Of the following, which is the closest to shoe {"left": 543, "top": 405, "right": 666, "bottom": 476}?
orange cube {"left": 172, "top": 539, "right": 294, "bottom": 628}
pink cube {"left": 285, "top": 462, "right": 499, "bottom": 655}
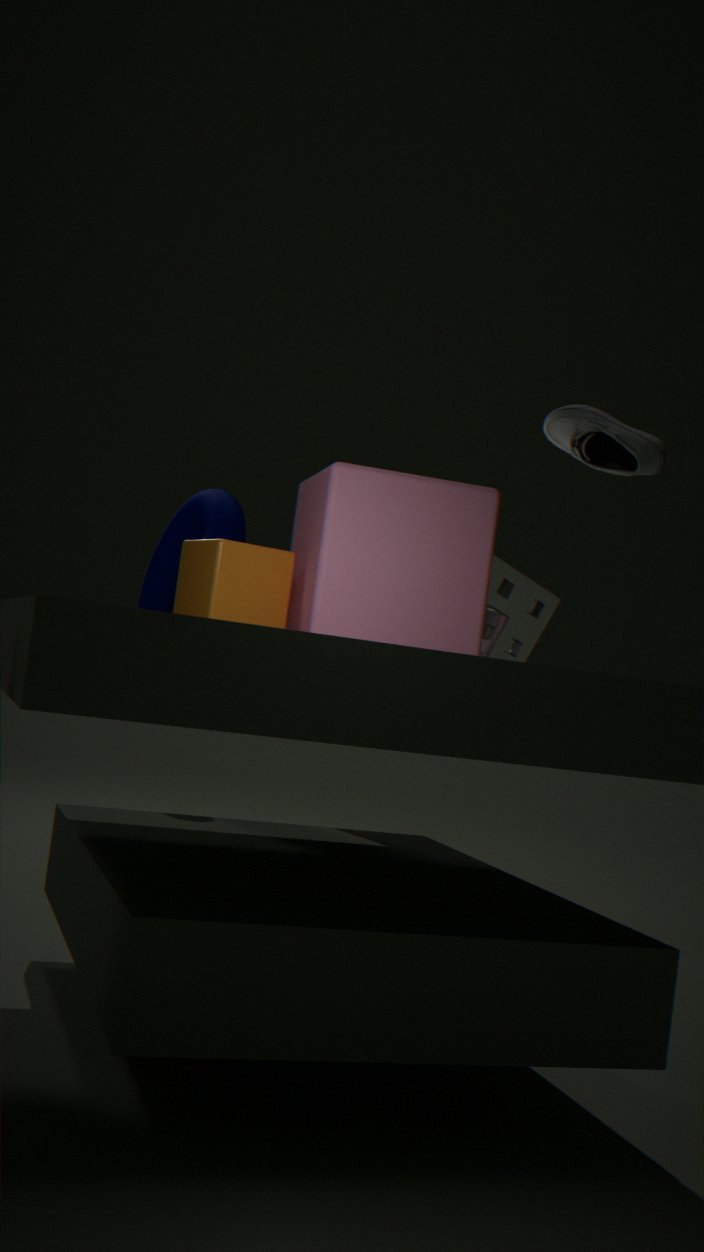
pink cube {"left": 285, "top": 462, "right": 499, "bottom": 655}
